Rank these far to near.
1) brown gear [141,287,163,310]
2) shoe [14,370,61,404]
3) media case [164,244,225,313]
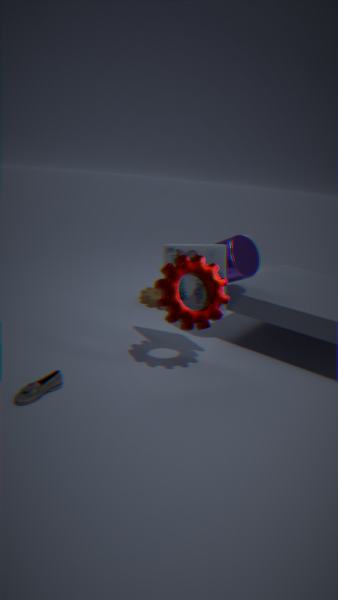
1. brown gear [141,287,163,310], 3. media case [164,244,225,313], 2. shoe [14,370,61,404]
